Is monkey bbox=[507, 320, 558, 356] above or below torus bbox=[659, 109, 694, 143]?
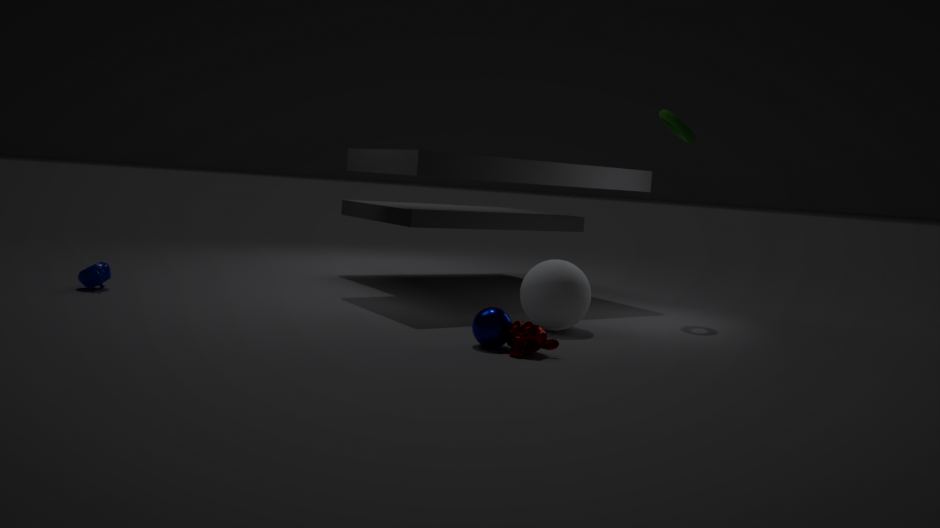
below
